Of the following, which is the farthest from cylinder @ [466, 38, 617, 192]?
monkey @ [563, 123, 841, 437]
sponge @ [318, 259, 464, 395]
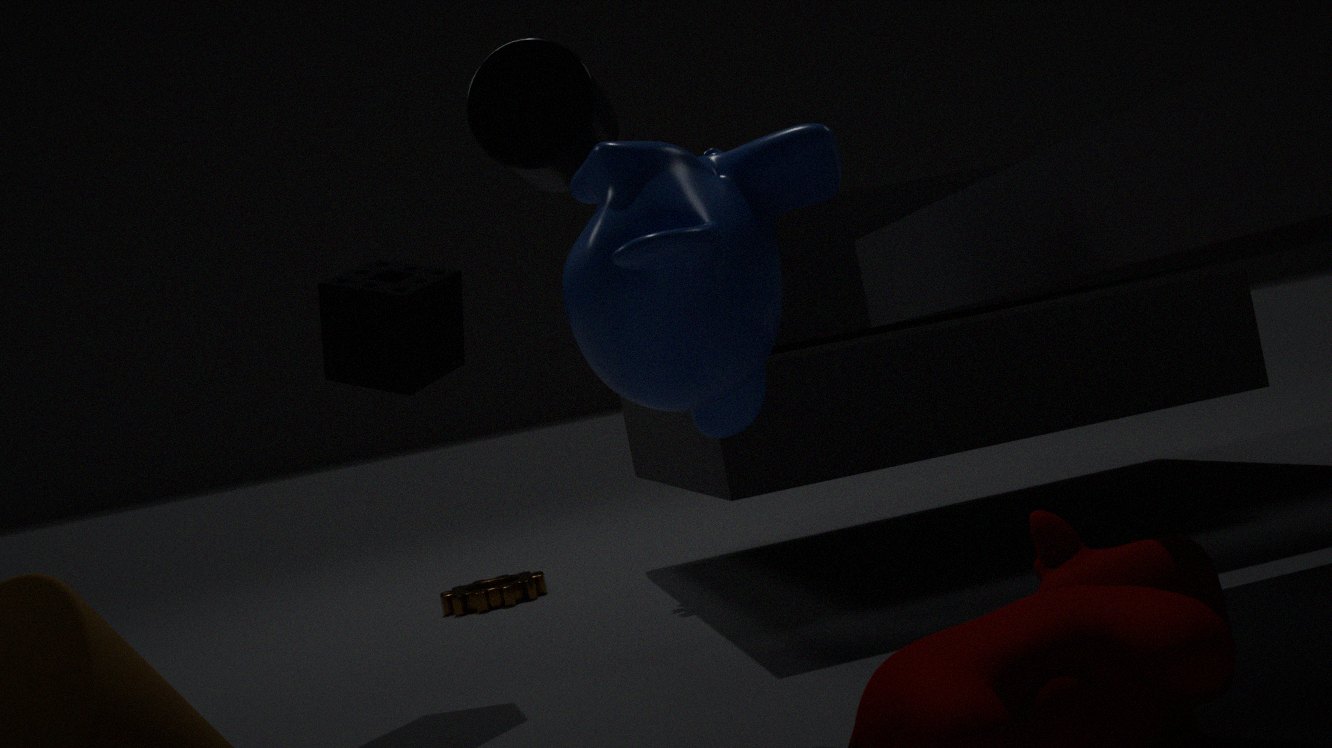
sponge @ [318, 259, 464, 395]
